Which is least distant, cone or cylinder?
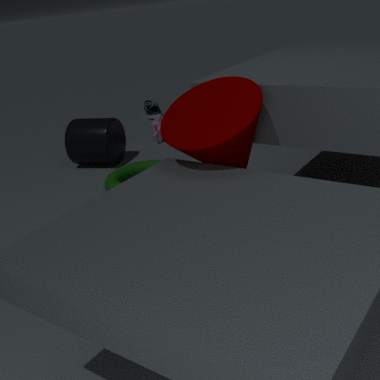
cone
